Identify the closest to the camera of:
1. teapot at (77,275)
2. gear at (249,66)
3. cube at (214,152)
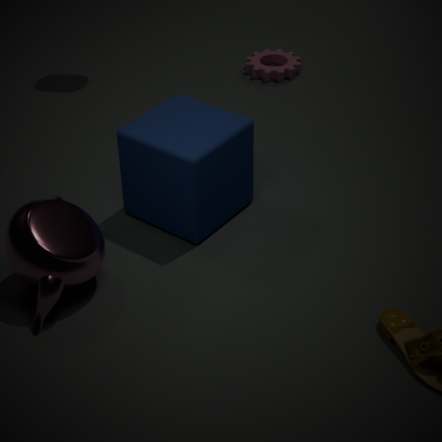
teapot at (77,275)
